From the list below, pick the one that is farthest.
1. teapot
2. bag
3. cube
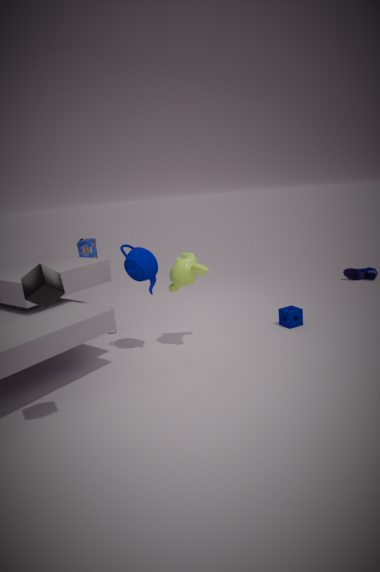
bag
